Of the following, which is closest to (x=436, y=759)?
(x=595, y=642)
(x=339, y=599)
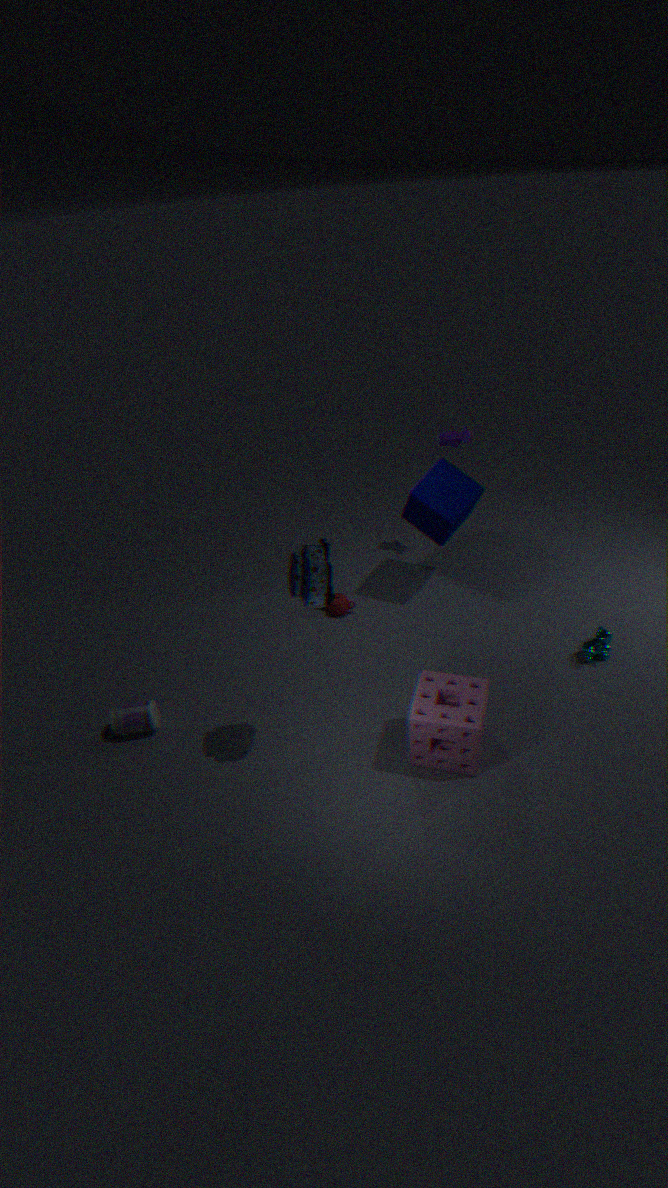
(x=595, y=642)
